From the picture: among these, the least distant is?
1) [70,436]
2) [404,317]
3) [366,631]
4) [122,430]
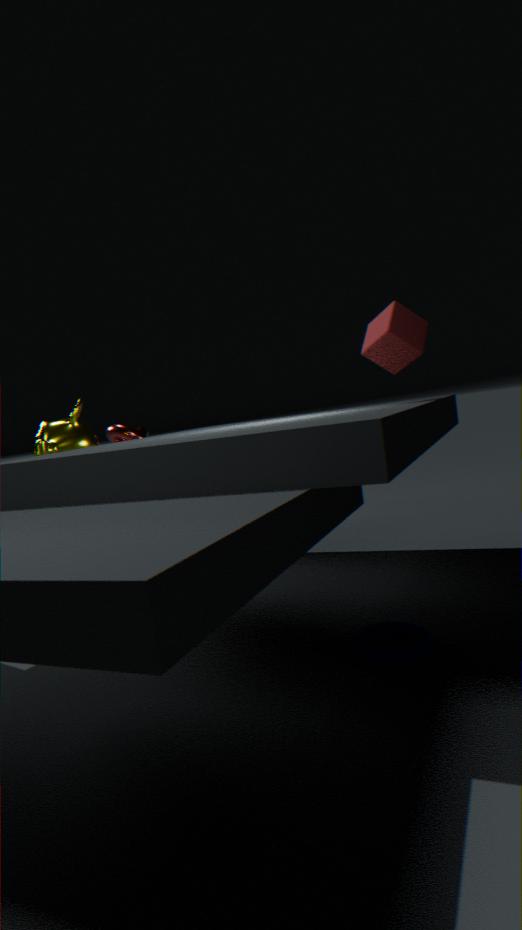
3. [366,631]
